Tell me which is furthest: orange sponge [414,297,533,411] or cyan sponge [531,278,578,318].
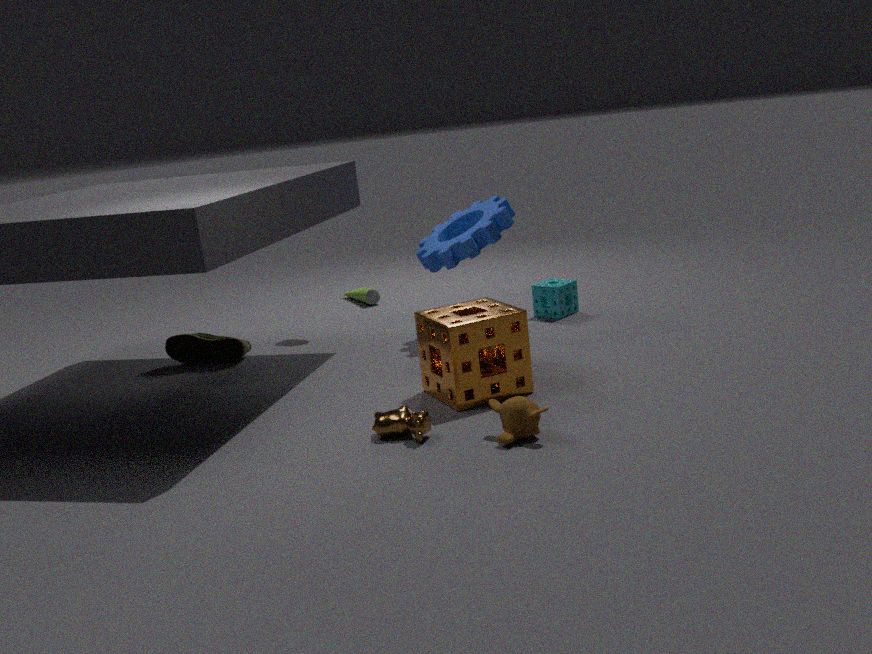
cyan sponge [531,278,578,318]
